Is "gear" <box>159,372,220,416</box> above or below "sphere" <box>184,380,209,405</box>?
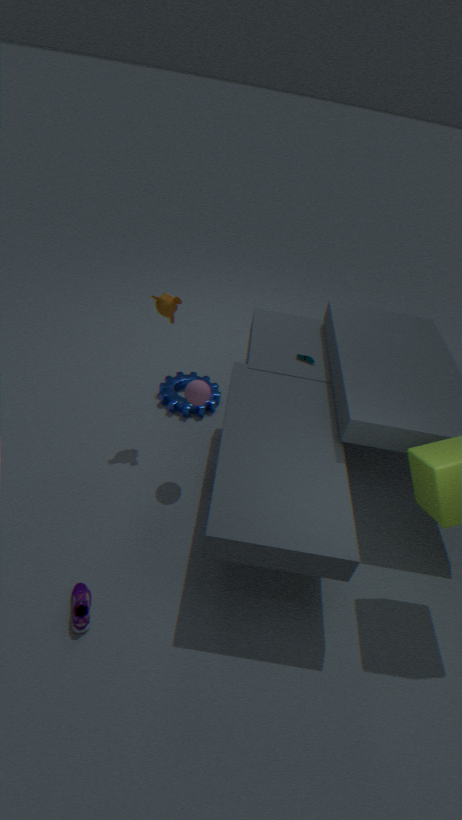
below
